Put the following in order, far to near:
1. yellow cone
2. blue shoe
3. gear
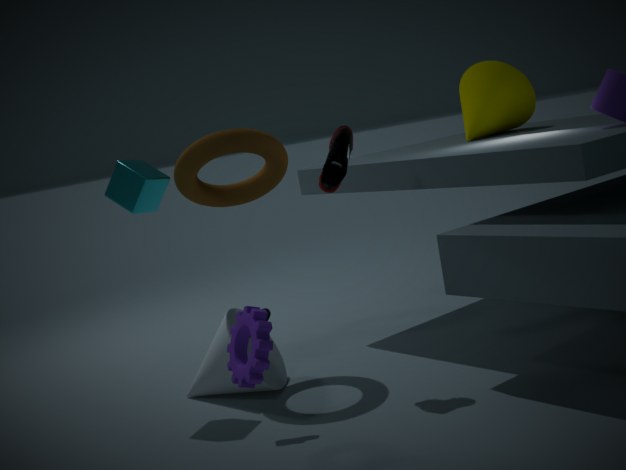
yellow cone → blue shoe → gear
